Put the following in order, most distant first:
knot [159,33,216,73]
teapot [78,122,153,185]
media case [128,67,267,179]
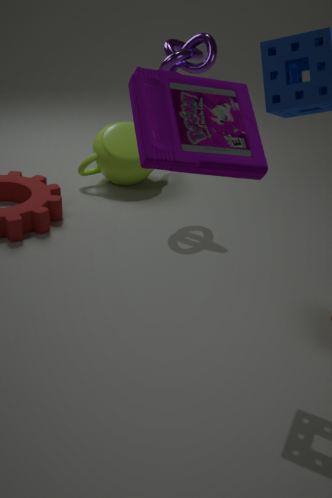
1. teapot [78,122,153,185]
2. knot [159,33,216,73]
3. media case [128,67,267,179]
